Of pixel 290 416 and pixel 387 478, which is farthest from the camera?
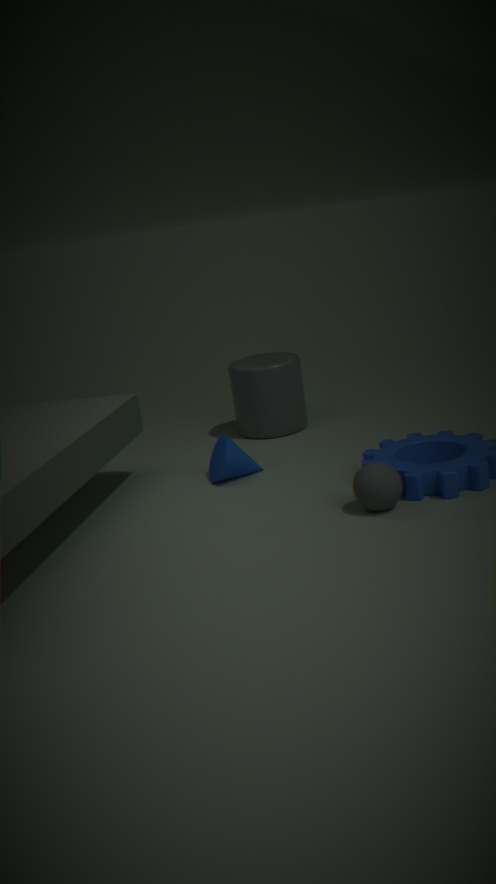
pixel 290 416
